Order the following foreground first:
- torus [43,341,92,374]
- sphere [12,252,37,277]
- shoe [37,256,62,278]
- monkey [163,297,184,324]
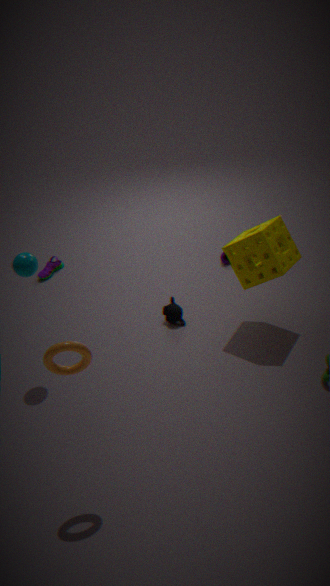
torus [43,341,92,374] → sphere [12,252,37,277] → monkey [163,297,184,324] → shoe [37,256,62,278]
